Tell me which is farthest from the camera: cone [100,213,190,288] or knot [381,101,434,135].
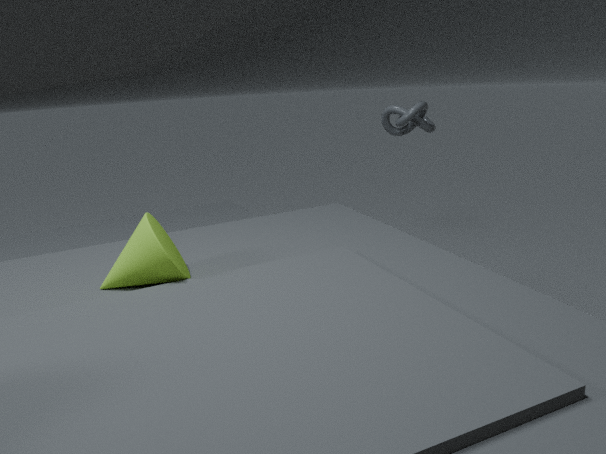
knot [381,101,434,135]
